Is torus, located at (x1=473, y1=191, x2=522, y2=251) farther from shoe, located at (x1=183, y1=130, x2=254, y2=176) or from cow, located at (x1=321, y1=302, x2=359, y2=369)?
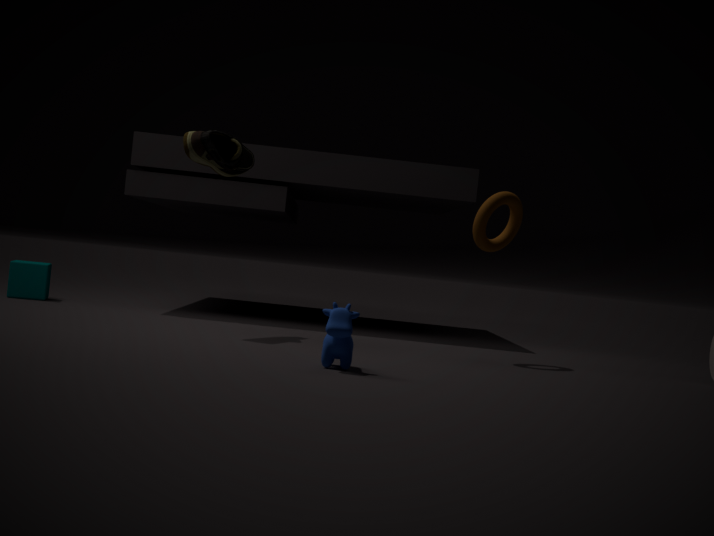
shoe, located at (x1=183, y1=130, x2=254, y2=176)
